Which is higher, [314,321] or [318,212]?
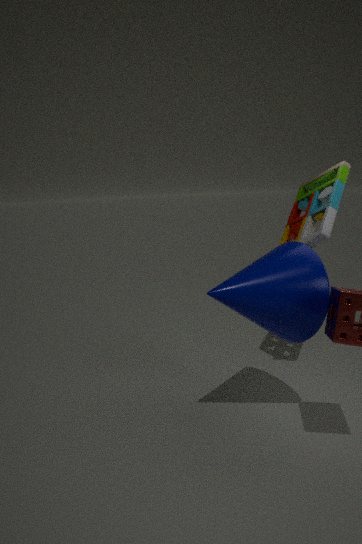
[318,212]
